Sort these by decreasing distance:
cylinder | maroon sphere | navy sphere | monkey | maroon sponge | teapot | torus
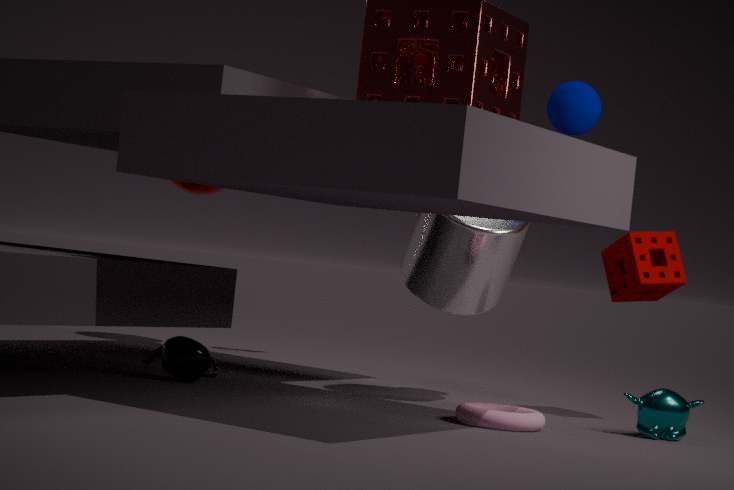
1. maroon sphere
2. navy sphere
3. maroon sponge
4. cylinder
5. teapot
6. monkey
7. torus
